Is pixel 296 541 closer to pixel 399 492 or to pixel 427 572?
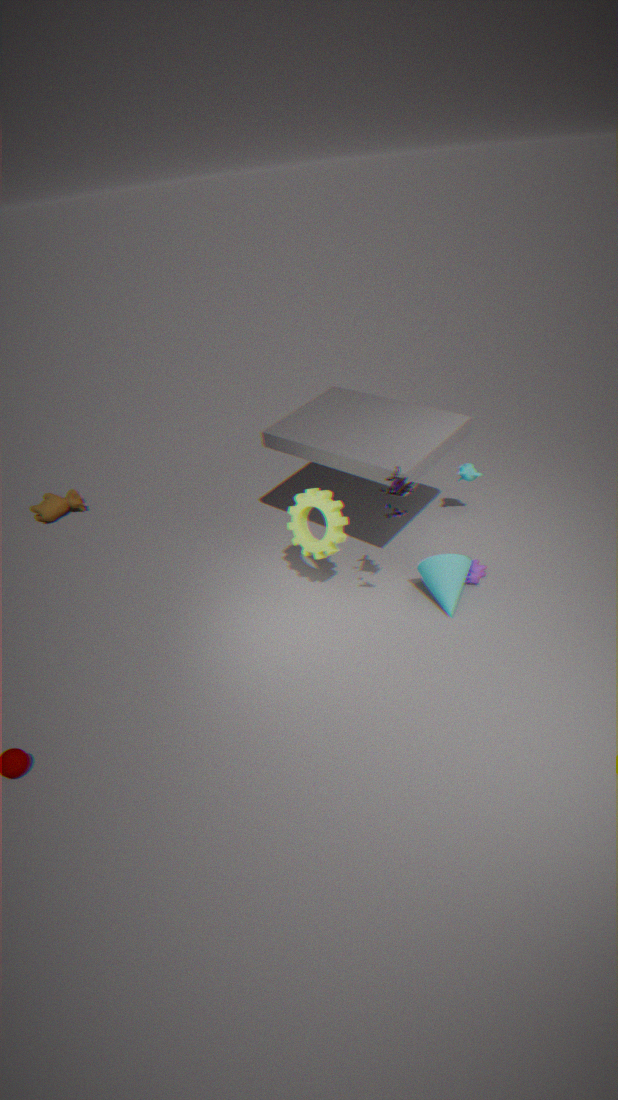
pixel 399 492
